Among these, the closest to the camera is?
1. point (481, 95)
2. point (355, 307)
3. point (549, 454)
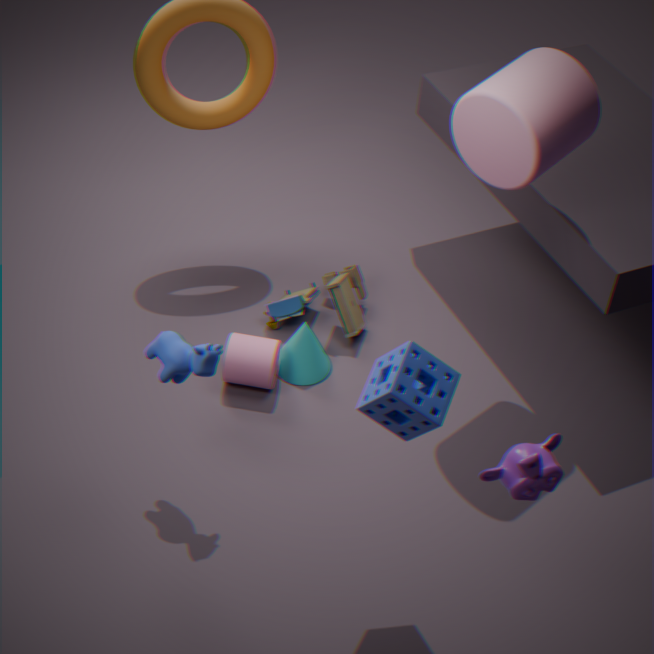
point (549, 454)
